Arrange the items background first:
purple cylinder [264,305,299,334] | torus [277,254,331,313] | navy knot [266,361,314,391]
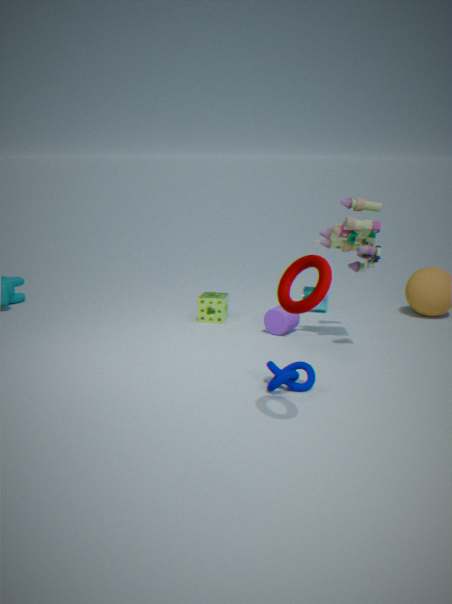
purple cylinder [264,305,299,334] < navy knot [266,361,314,391] < torus [277,254,331,313]
